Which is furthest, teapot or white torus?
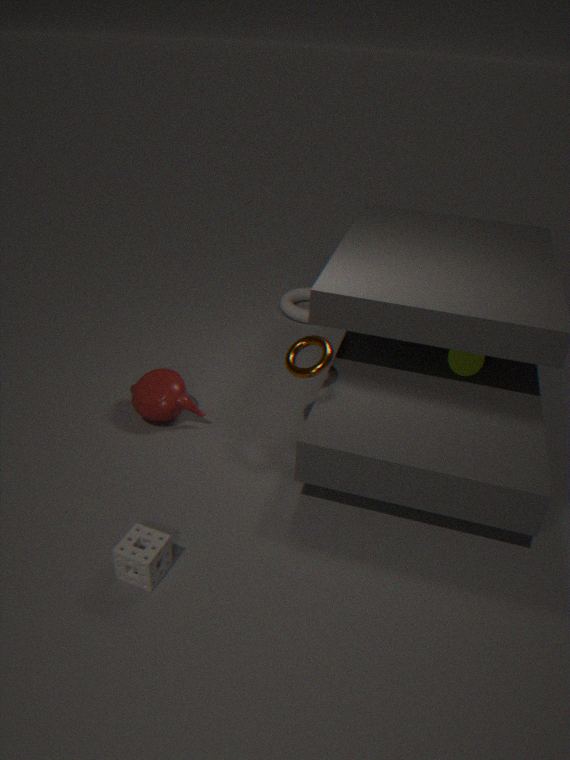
white torus
